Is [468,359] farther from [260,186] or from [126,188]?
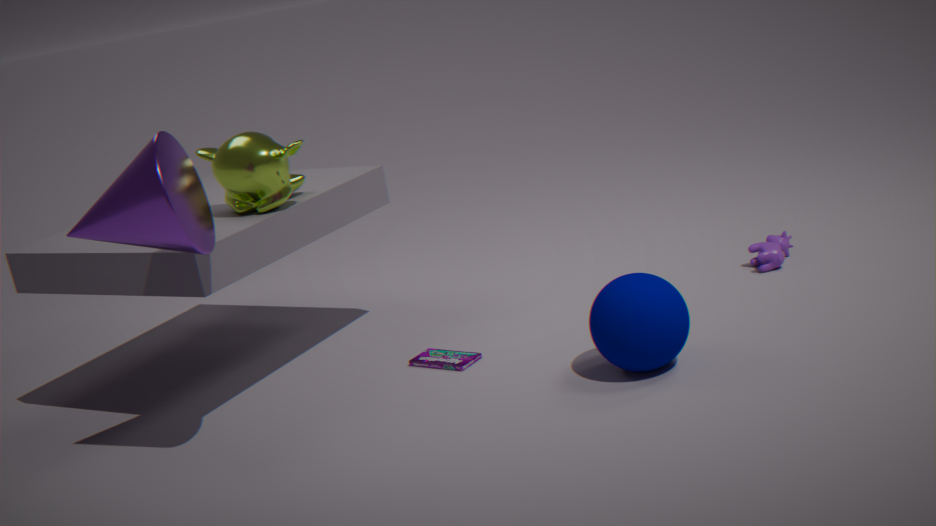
[126,188]
